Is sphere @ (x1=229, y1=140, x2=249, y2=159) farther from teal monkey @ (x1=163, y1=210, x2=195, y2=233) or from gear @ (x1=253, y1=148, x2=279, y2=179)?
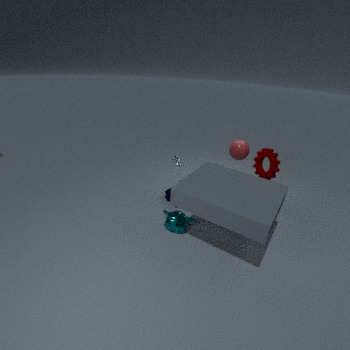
teal monkey @ (x1=163, y1=210, x2=195, y2=233)
